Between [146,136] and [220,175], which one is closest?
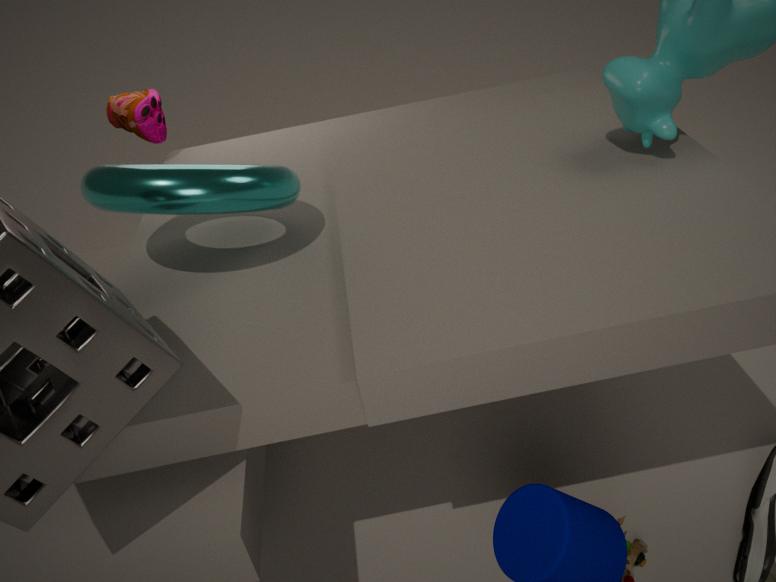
[220,175]
